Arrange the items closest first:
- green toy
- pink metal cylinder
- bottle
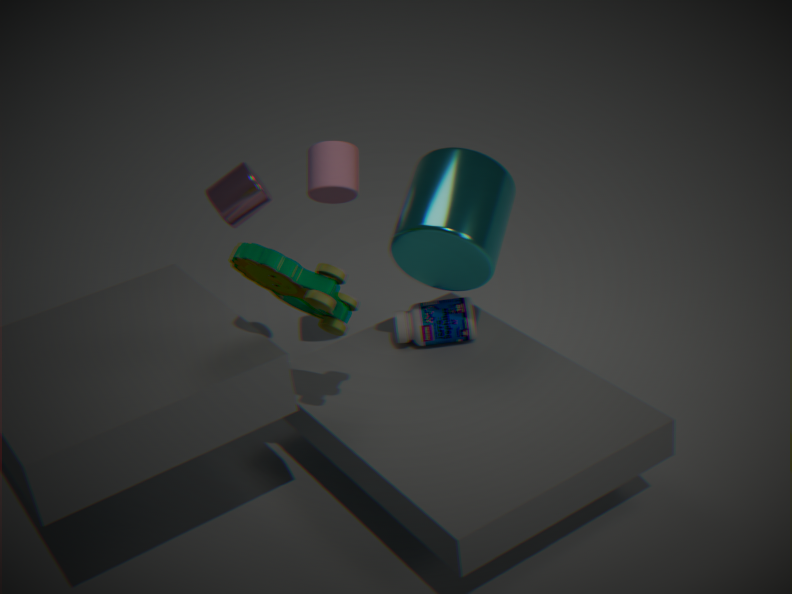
1. green toy
2. bottle
3. pink metal cylinder
